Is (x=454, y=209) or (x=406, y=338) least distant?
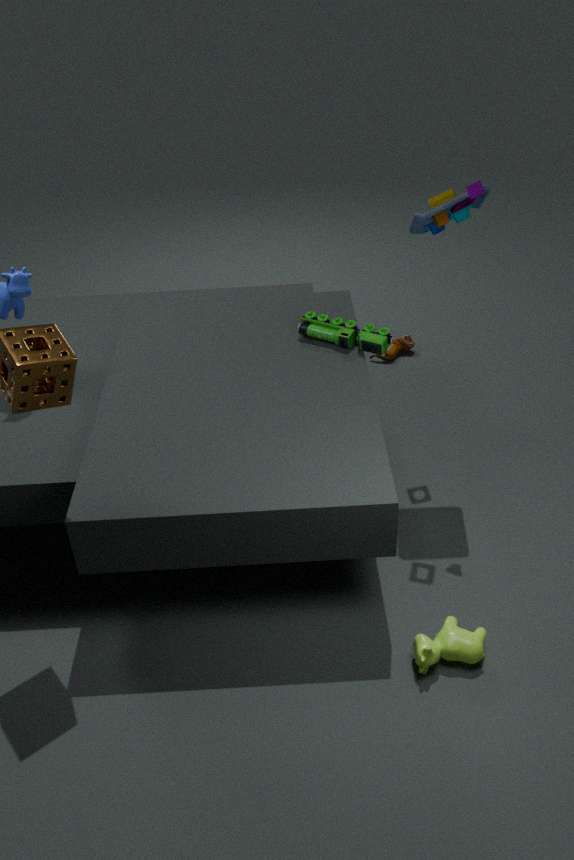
(x=454, y=209)
